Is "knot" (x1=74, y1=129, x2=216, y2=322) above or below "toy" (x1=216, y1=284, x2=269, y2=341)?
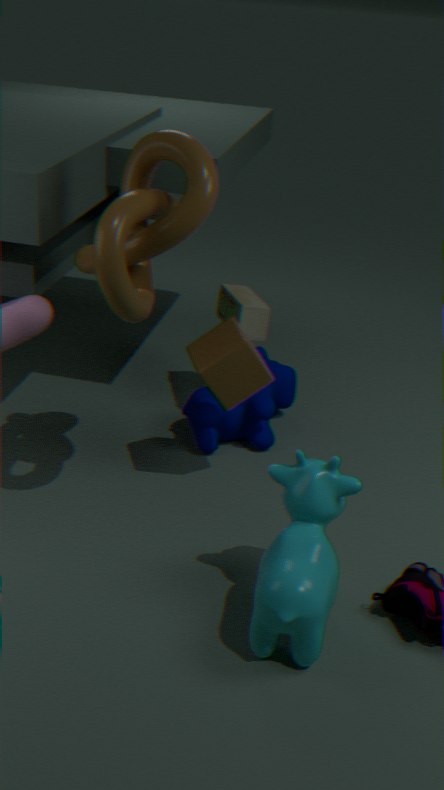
above
